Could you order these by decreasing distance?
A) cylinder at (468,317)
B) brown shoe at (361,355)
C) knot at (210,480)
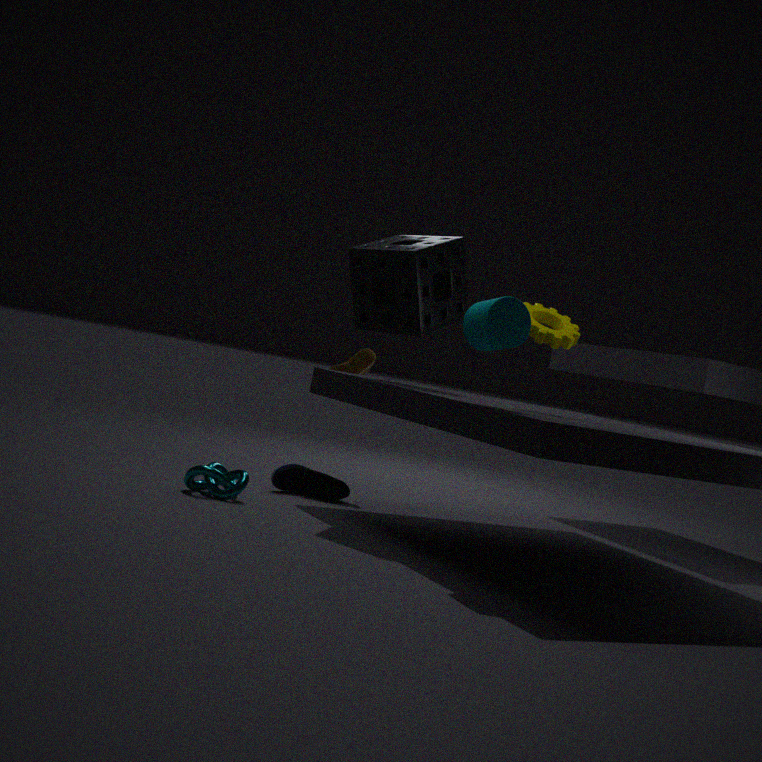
brown shoe at (361,355)
knot at (210,480)
cylinder at (468,317)
